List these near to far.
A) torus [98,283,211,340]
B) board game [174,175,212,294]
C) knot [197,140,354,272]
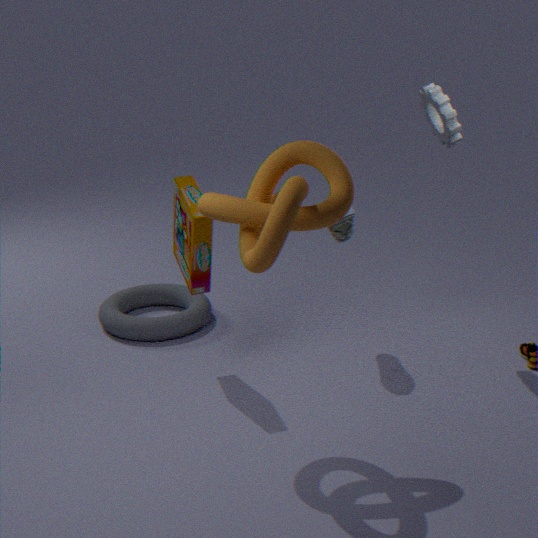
1. knot [197,140,354,272]
2. board game [174,175,212,294]
3. torus [98,283,211,340]
